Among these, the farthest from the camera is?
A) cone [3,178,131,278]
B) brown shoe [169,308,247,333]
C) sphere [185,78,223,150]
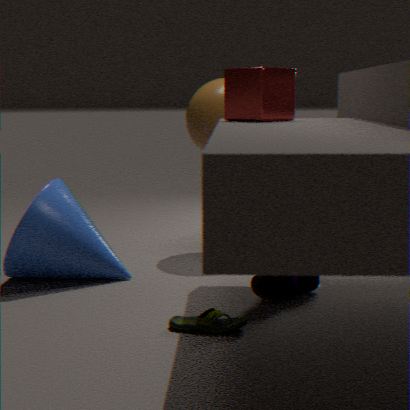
sphere [185,78,223,150]
